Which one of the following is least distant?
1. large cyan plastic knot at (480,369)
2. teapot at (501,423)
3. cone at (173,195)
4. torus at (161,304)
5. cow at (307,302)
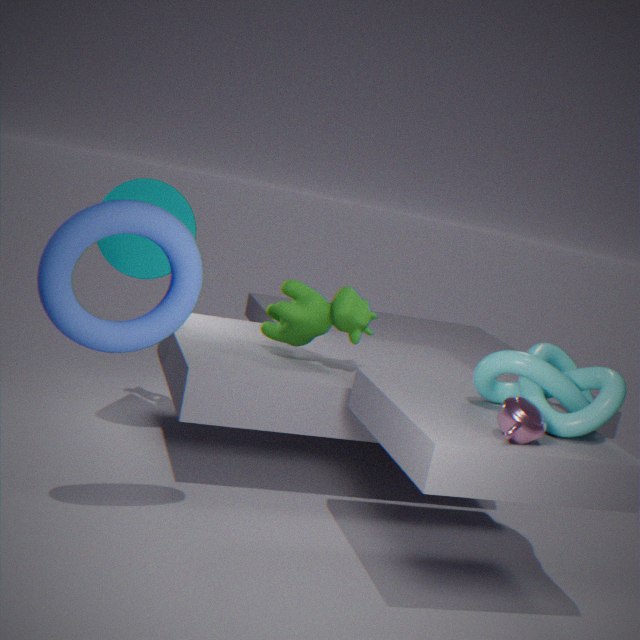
torus at (161,304)
